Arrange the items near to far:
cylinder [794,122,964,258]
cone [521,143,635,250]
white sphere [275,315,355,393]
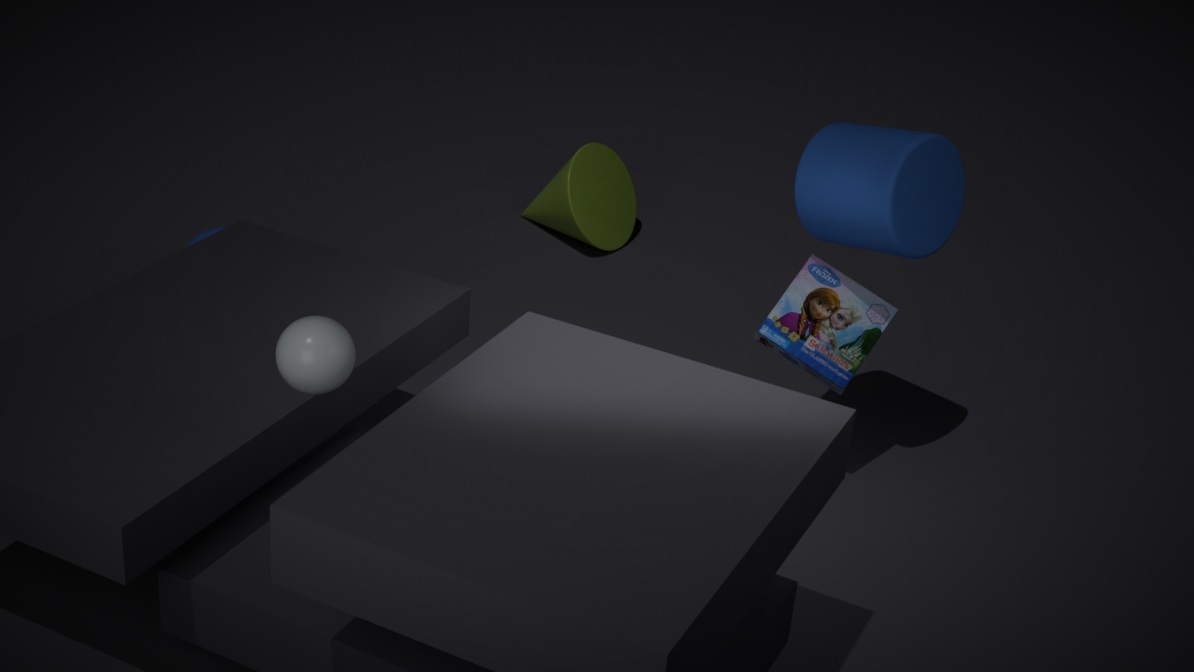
1. white sphere [275,315,355,393]
2. cylinder [794,122,964,258]
3. cone [521,143,635,250]
